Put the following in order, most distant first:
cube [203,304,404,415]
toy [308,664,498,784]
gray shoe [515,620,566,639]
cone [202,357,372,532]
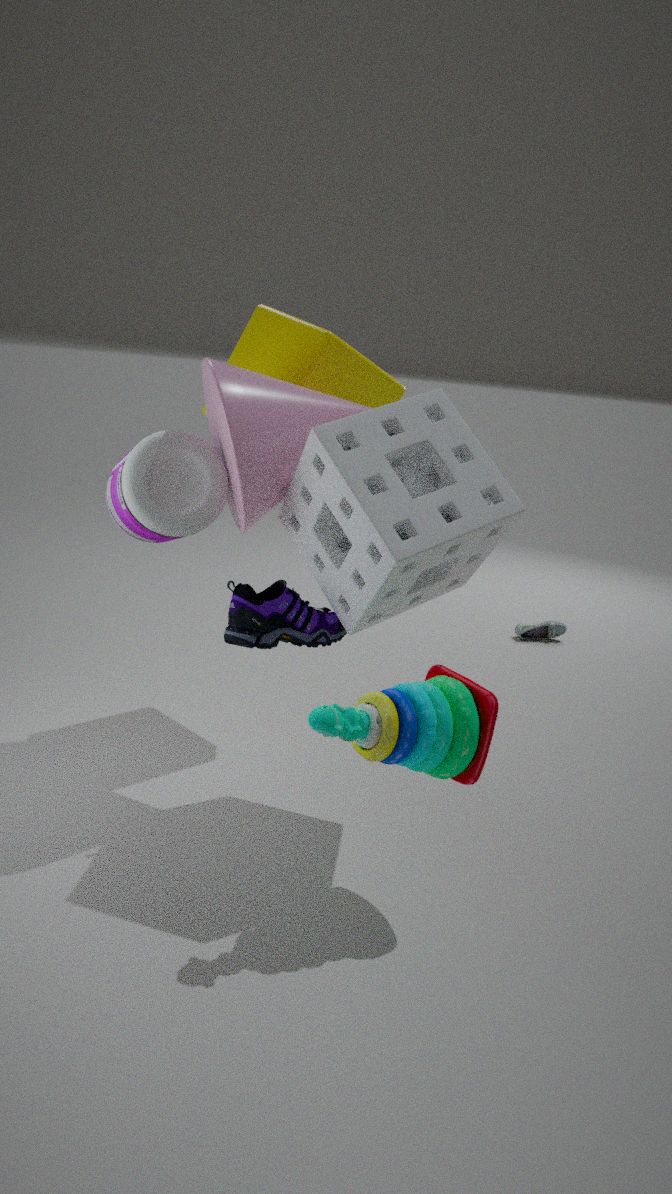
gray shoe [515,620,566,639], cube [203,304,404,415], cone [202,357,372,532], toy [308,664,498,784]
